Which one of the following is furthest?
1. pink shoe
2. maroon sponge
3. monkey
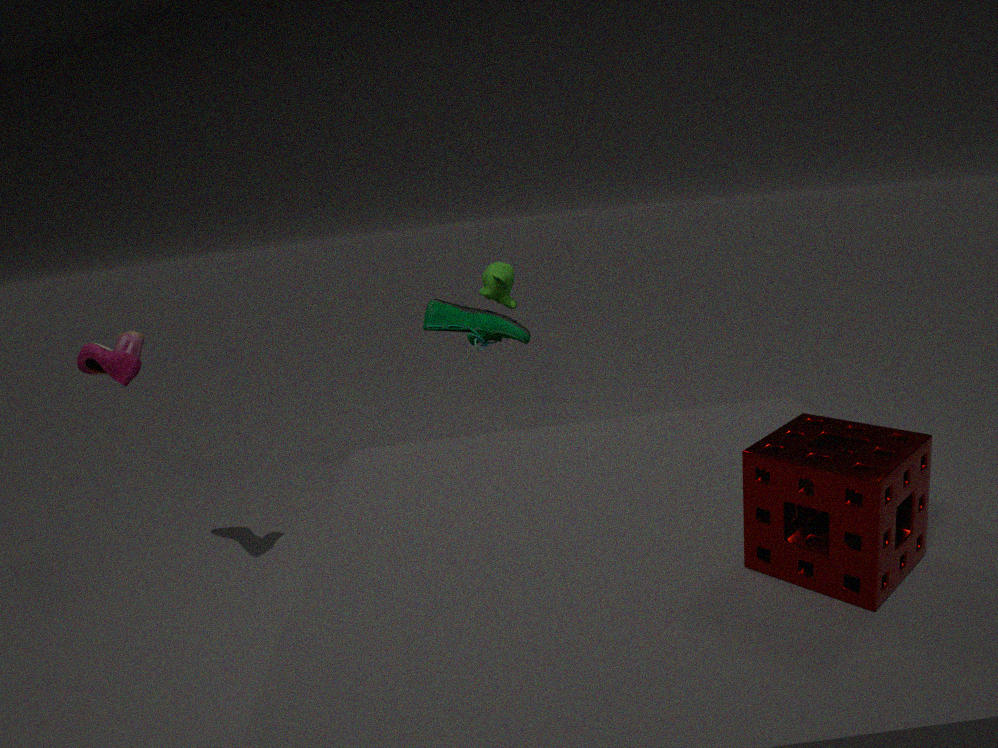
monkey
